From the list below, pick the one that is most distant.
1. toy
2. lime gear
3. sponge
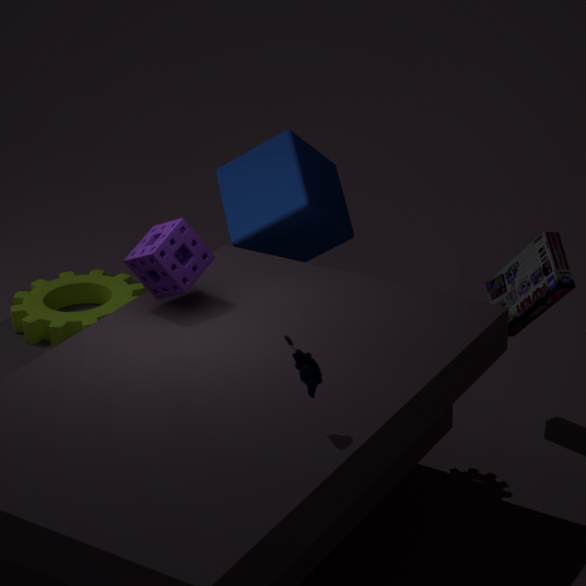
lime gear
